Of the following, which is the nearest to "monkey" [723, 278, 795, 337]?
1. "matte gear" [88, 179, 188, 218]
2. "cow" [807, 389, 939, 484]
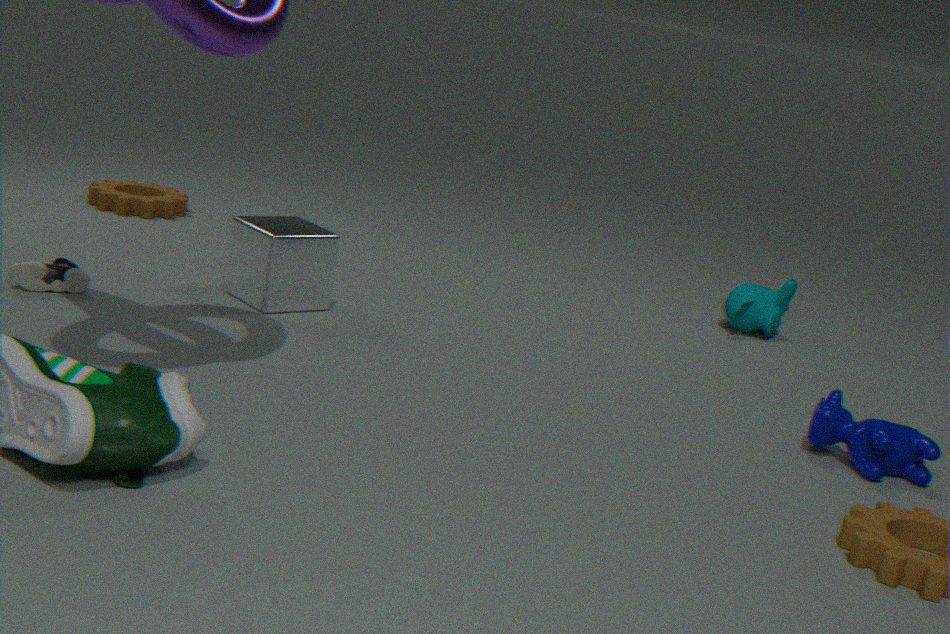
"cow" [807, 389, 939, 484]
